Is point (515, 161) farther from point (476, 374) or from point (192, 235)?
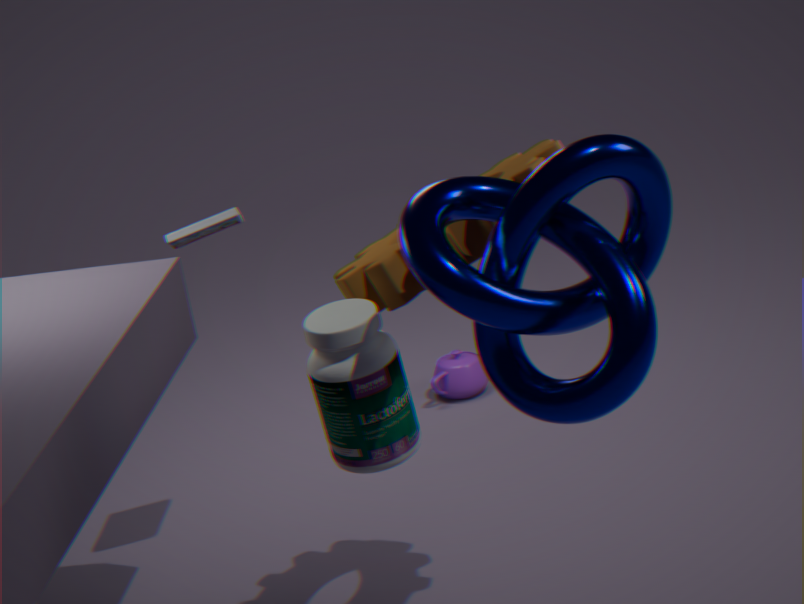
point (476, 374)
